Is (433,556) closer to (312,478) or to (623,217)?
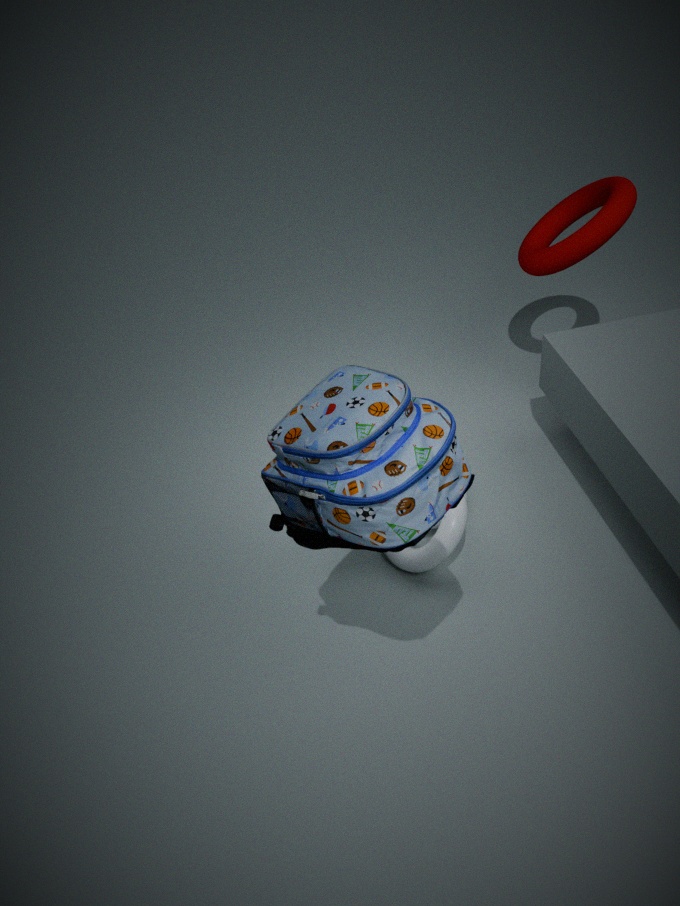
(312,478)
